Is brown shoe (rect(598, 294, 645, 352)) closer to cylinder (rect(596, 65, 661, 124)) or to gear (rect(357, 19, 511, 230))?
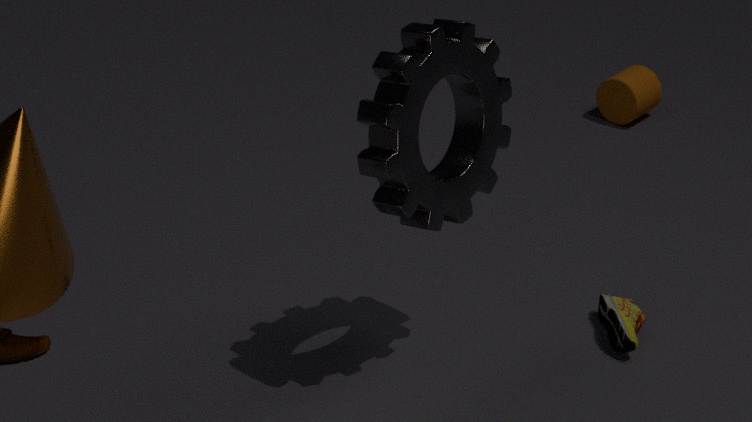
gear (rect(357, 19, 511, 230))
